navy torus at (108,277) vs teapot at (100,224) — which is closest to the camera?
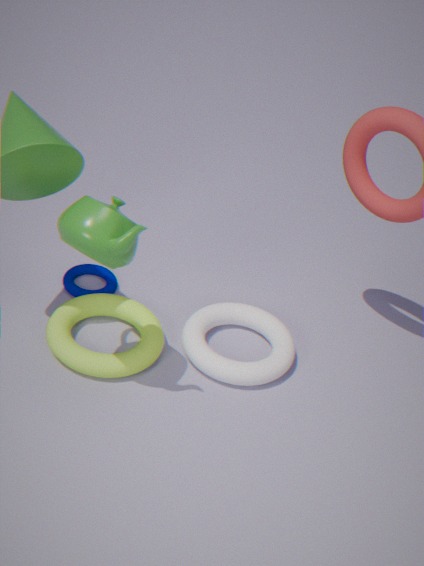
teapot at (100,224)
